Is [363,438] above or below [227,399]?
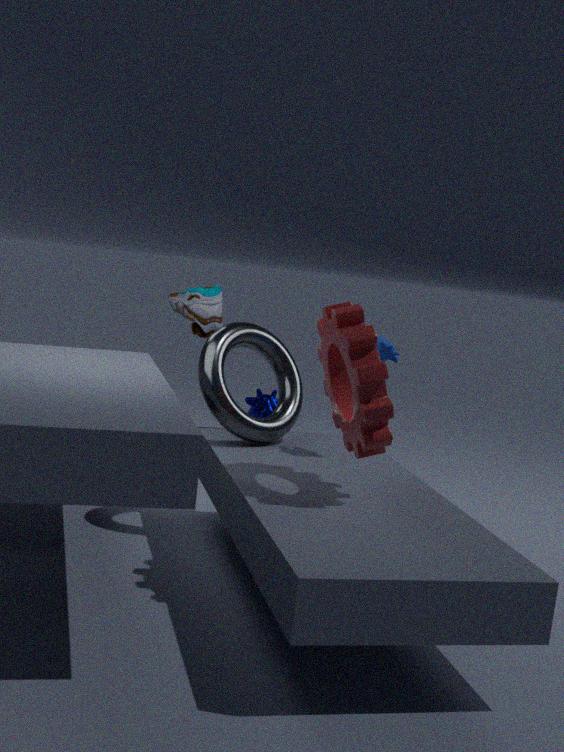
above
